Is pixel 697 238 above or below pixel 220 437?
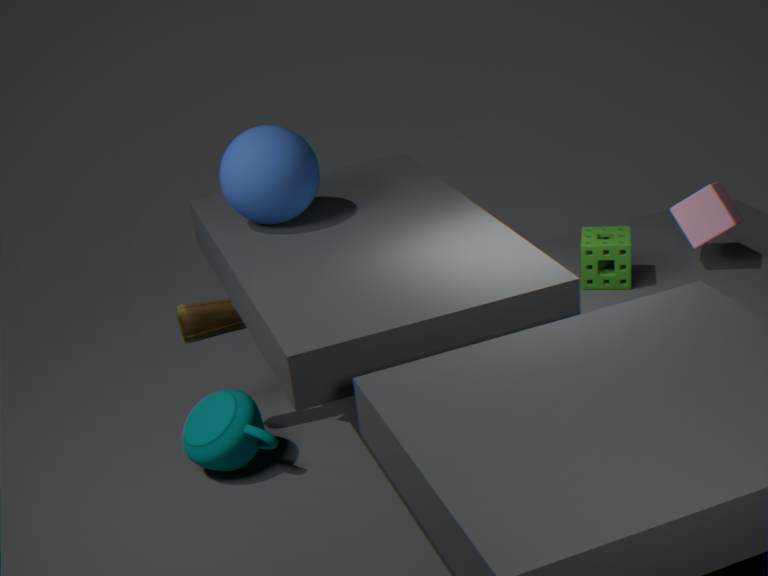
above
